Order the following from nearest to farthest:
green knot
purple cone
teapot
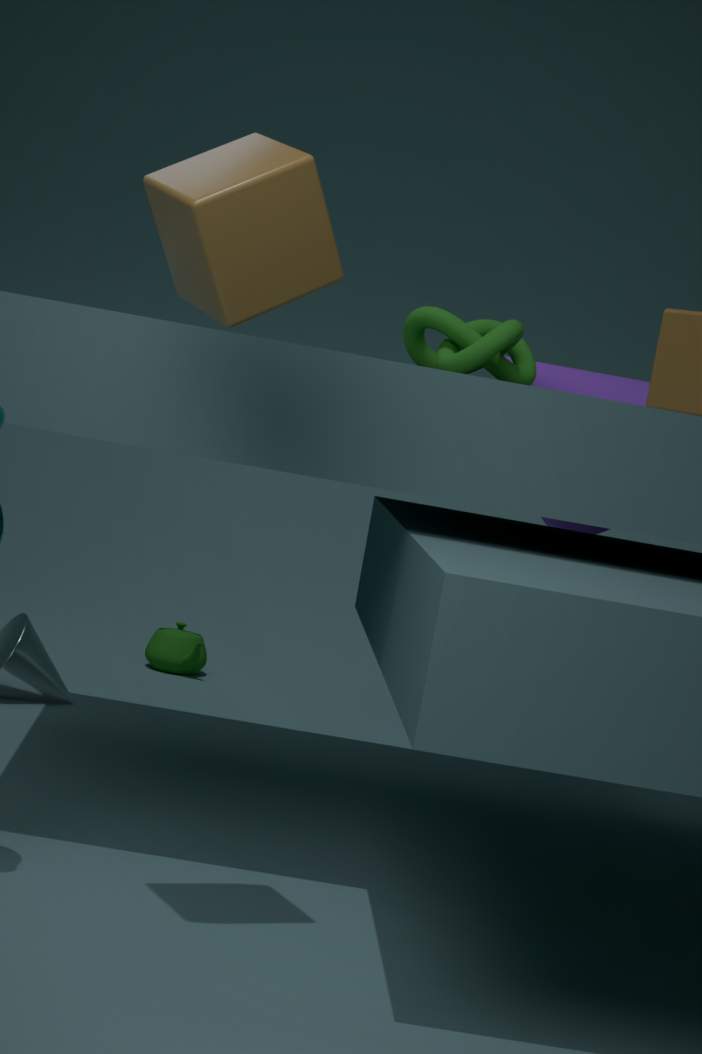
green knot
purple cone
teapot
